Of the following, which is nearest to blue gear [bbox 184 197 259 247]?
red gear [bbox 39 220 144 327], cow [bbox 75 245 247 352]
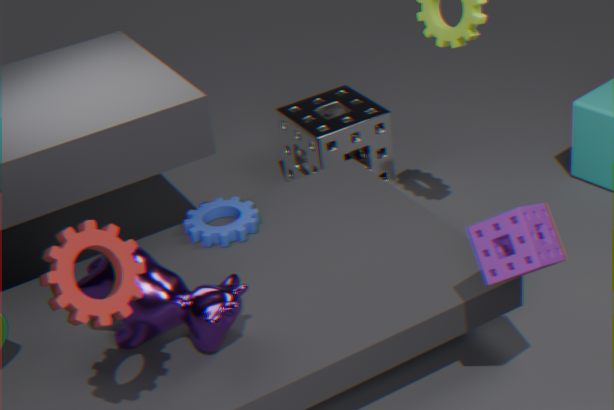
cow [bbox 75 245 247 352]
